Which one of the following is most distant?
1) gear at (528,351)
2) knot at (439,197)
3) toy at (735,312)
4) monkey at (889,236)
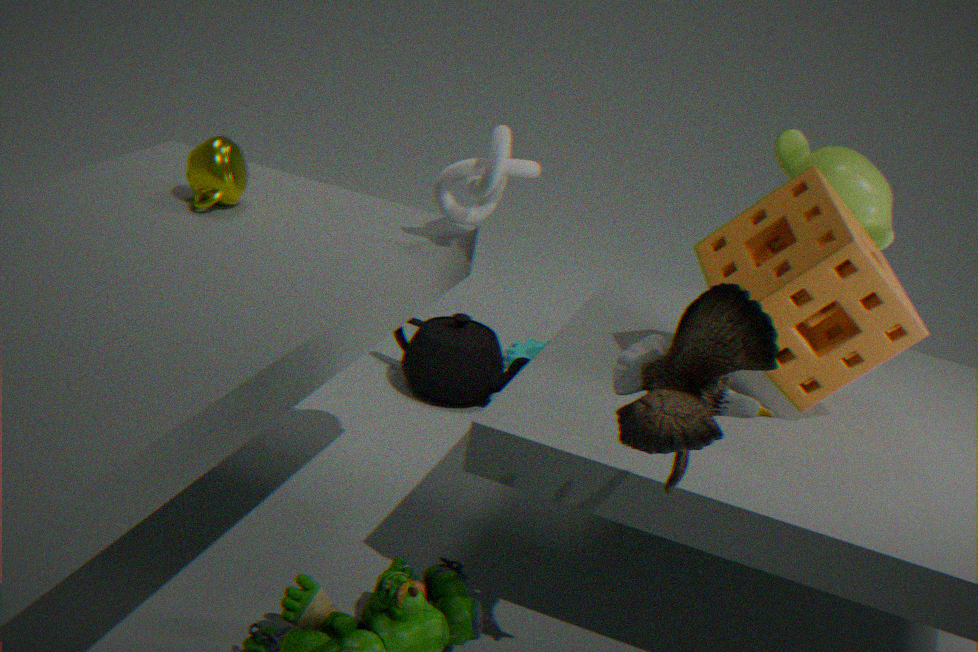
1. gear at (528,351)
